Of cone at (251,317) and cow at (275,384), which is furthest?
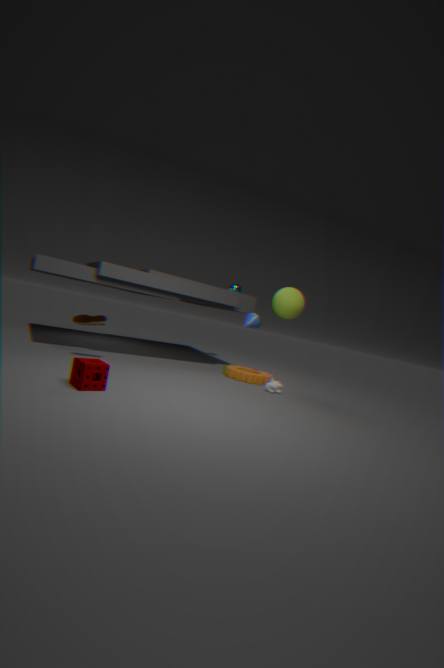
cone at (251,317)
